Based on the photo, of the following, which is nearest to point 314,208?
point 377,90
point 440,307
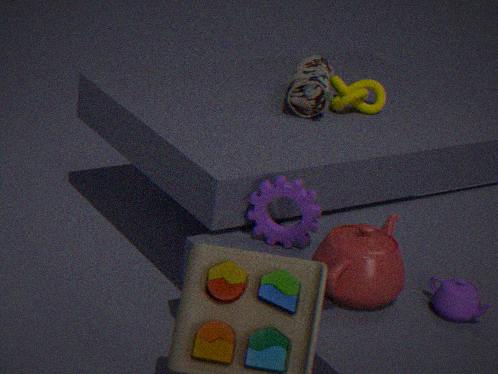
point 440,307
